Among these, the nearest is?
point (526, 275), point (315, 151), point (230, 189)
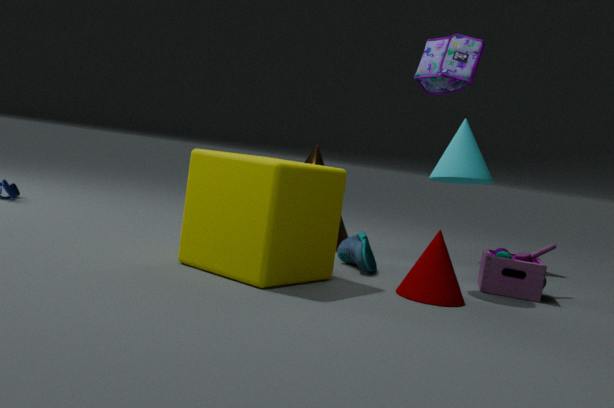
point (230, 189)
